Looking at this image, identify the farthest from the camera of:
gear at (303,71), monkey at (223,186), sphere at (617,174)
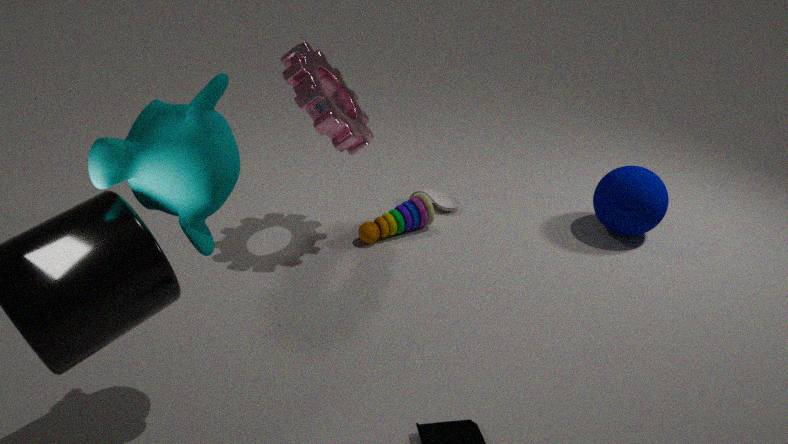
sphere at (617,174)
